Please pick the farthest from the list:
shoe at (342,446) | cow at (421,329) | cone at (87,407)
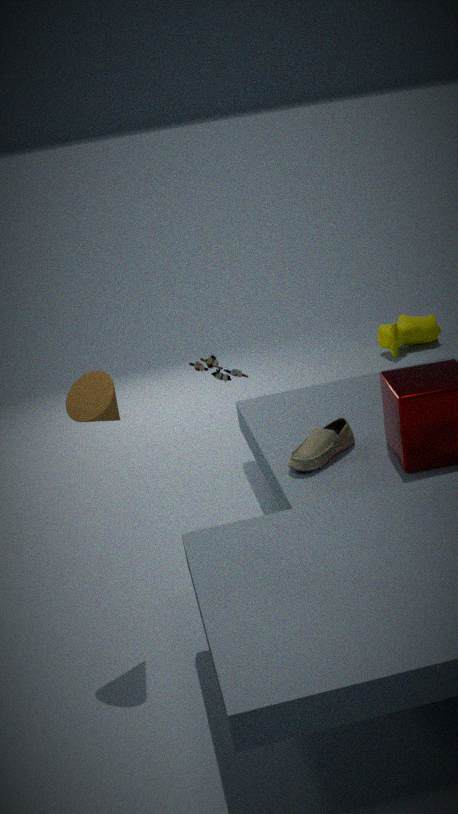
cow at (421,329)
